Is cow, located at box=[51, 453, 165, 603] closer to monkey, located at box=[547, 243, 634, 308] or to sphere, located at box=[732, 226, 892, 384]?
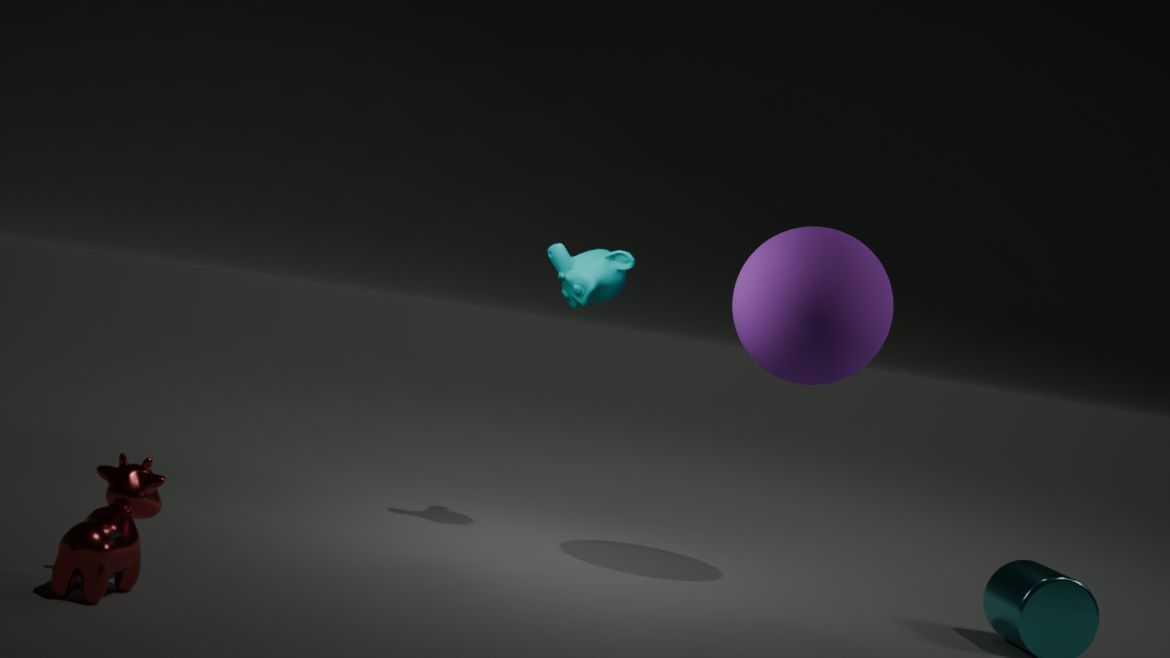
monkey, located at box=[547, 243, 634, 308]
